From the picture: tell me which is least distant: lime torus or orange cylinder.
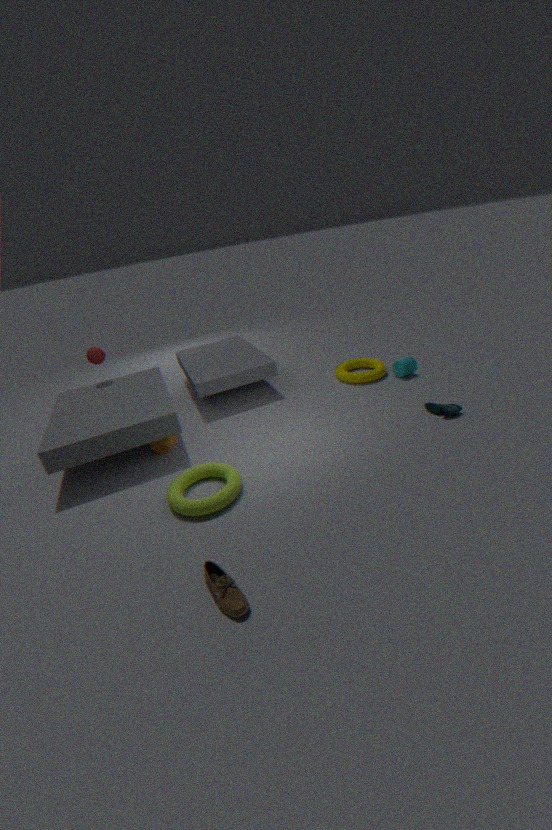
lime torus
